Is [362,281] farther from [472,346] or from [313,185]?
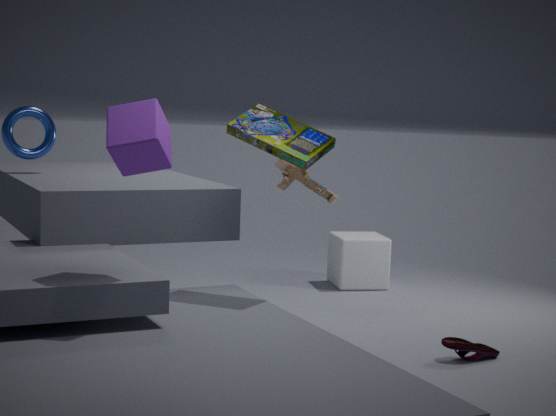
[472,346]
